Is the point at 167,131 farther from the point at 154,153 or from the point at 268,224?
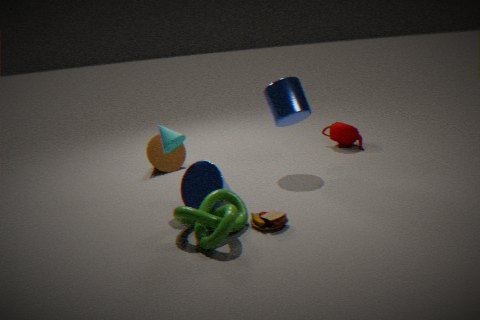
the point at 154,153
